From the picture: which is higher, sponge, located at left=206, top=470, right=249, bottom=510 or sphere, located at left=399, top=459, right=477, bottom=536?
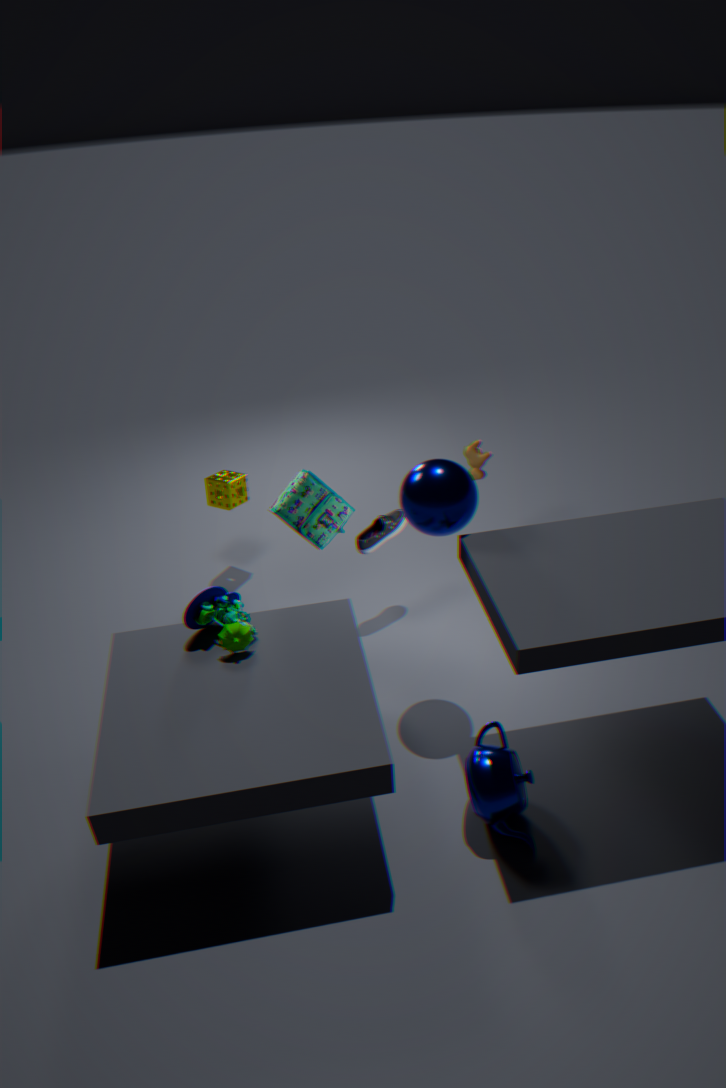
sphere, located at left=399, top=459, right=477, bottom=536
